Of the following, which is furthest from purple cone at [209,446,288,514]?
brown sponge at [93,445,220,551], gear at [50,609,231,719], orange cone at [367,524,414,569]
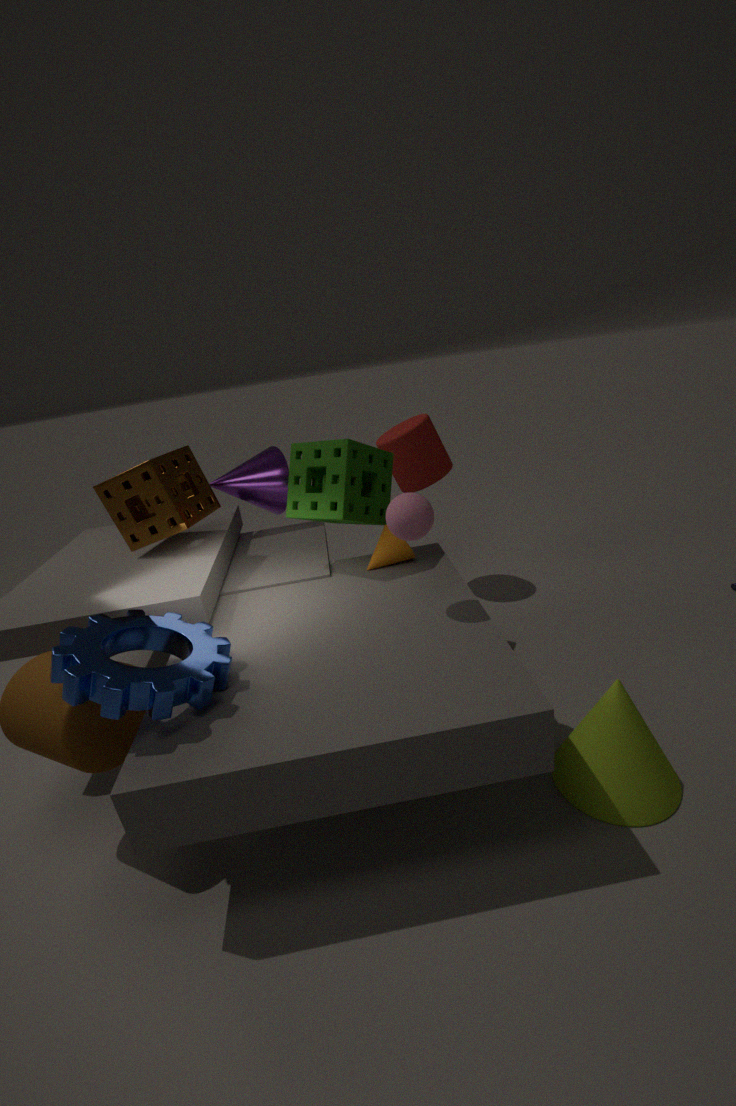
gear at [50,609,231,719]
